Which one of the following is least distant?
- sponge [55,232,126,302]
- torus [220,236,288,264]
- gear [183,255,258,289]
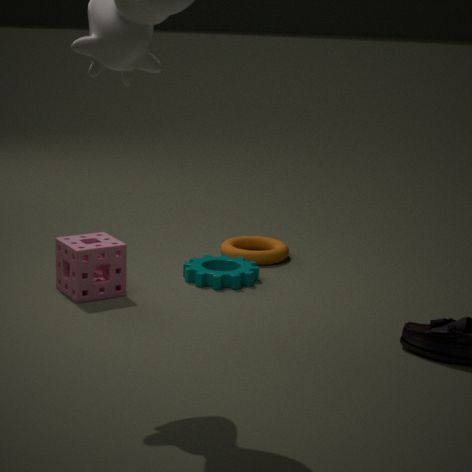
sponge [55,232,126,302]
